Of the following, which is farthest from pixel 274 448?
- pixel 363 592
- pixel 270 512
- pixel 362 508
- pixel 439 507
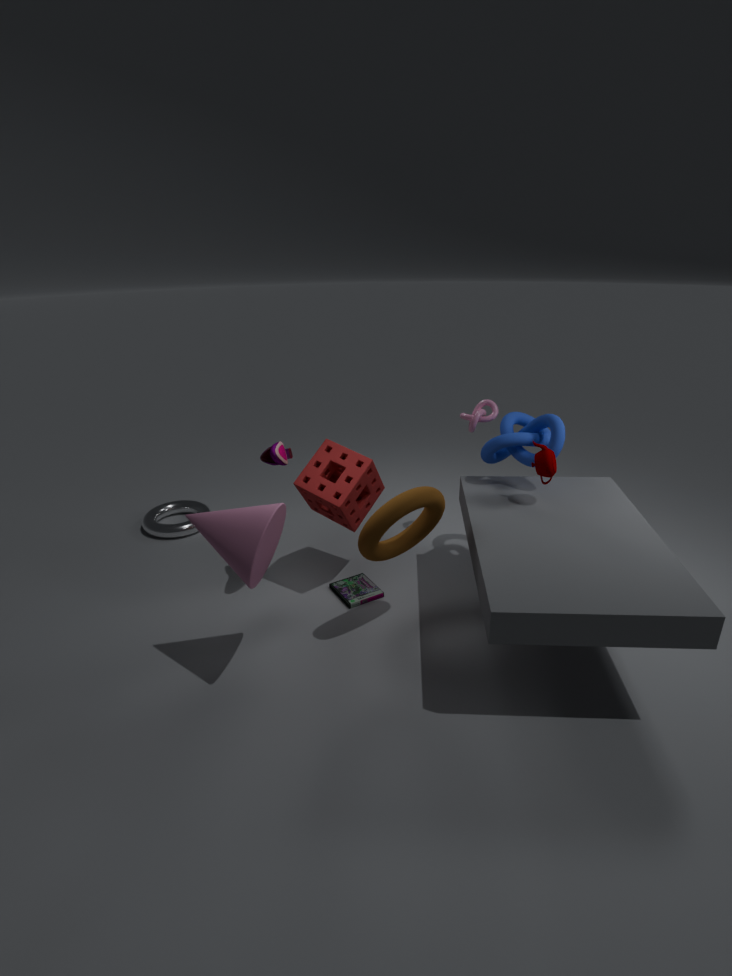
pixel 363 592
